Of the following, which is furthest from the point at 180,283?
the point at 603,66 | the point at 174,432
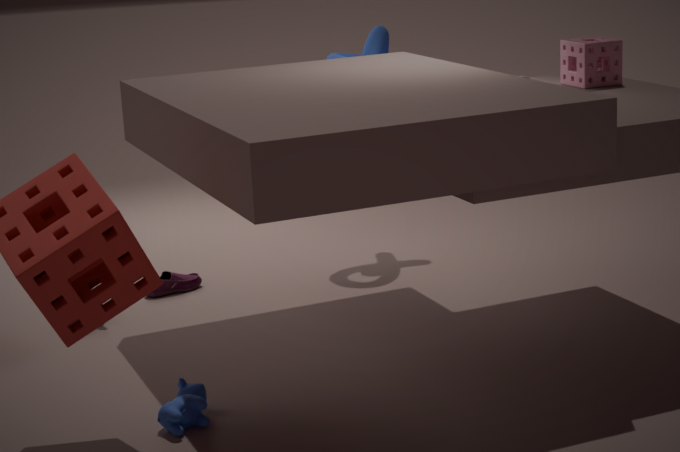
the point at 603,66
